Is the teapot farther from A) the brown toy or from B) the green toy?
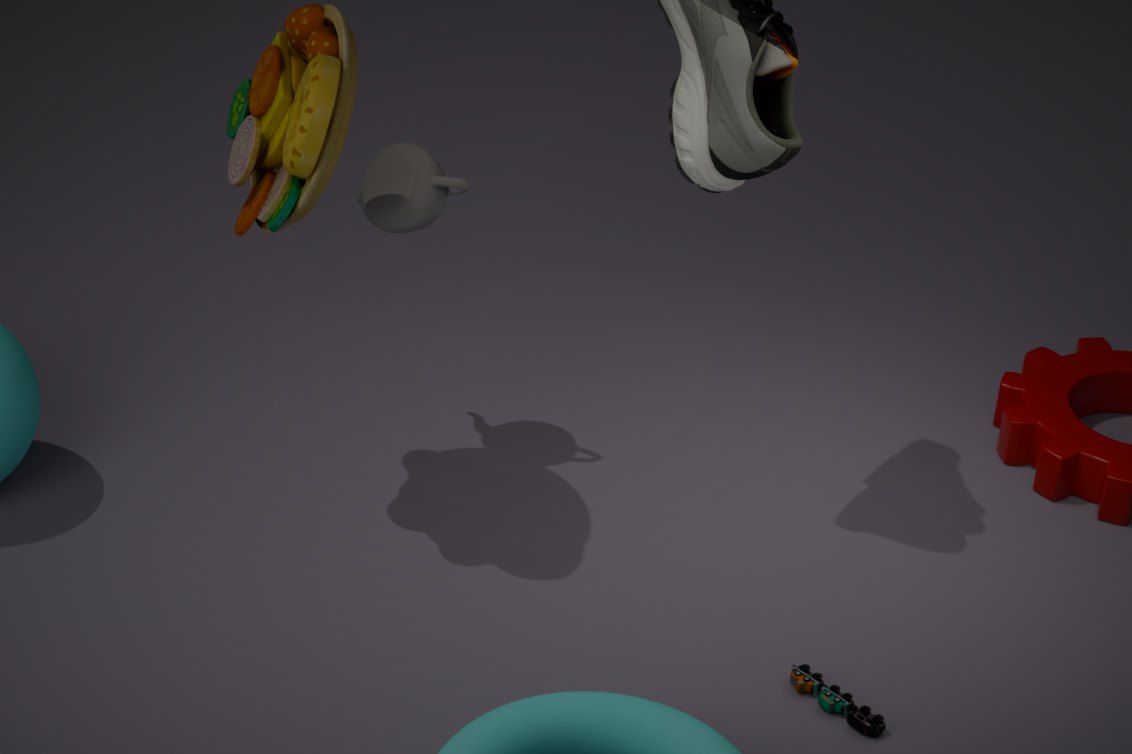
B) the green toy
